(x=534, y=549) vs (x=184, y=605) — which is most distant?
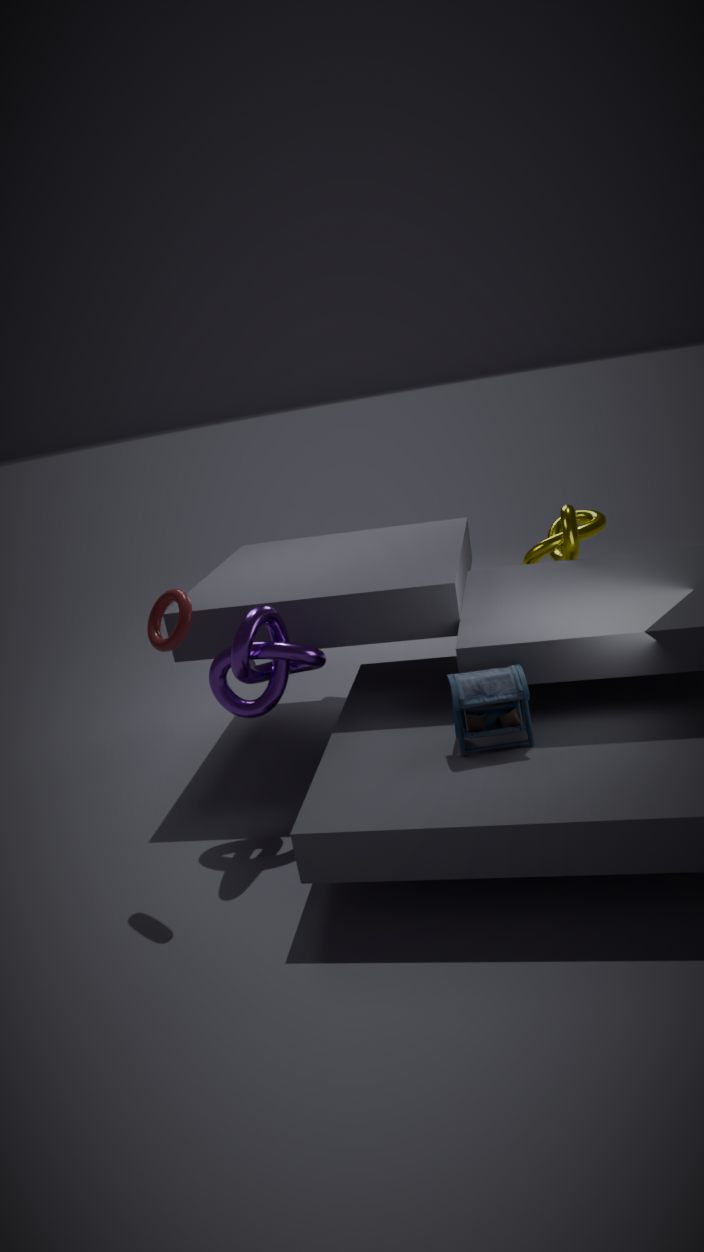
(x=534, y=549)
